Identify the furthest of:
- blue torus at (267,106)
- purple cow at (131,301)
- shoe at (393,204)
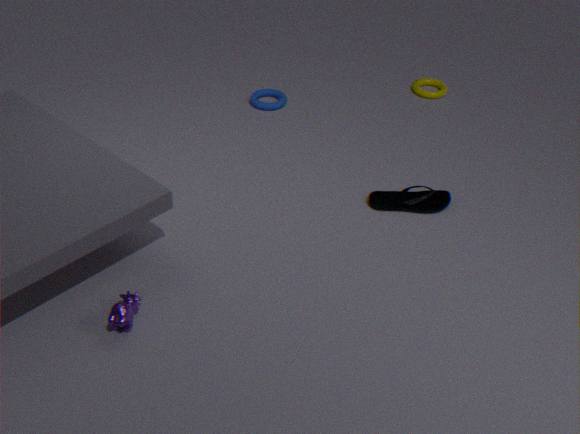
blue torus at (267,106)
